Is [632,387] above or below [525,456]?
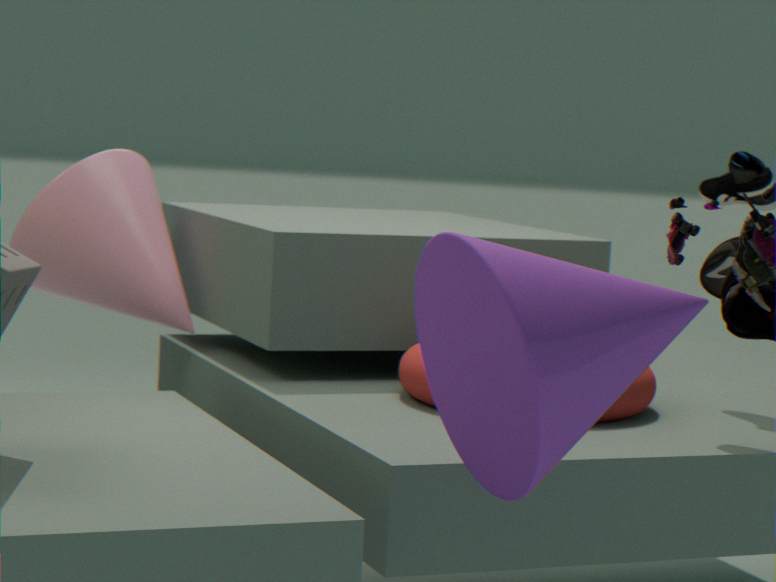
below
